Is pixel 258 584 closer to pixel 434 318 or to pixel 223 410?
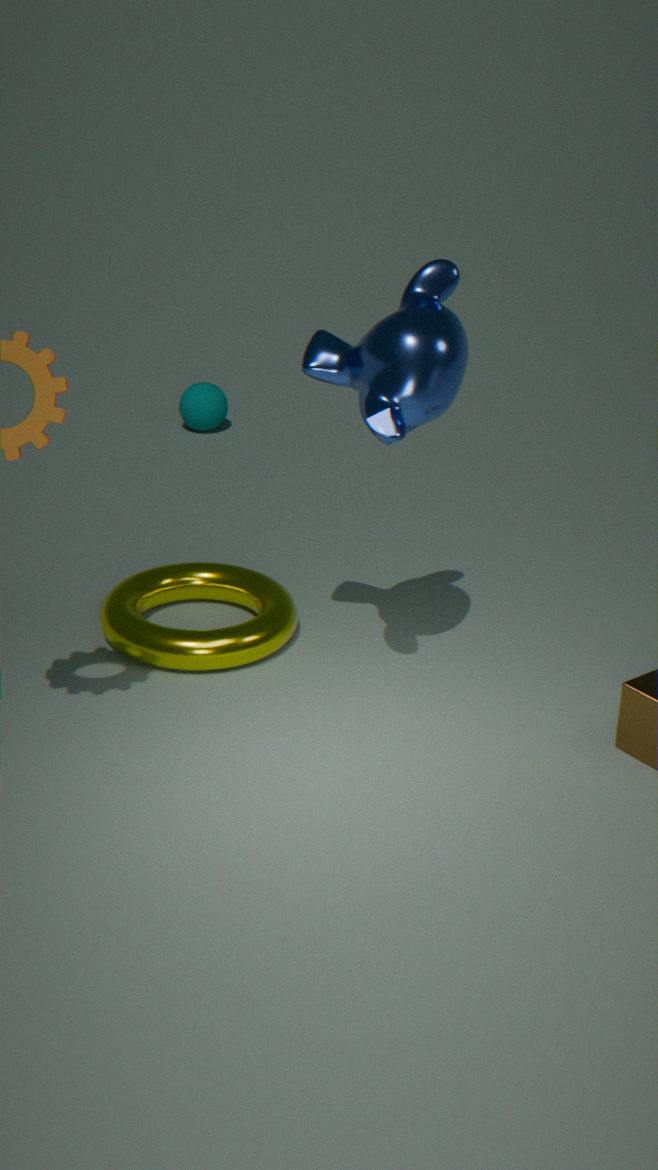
pixel 434 318
